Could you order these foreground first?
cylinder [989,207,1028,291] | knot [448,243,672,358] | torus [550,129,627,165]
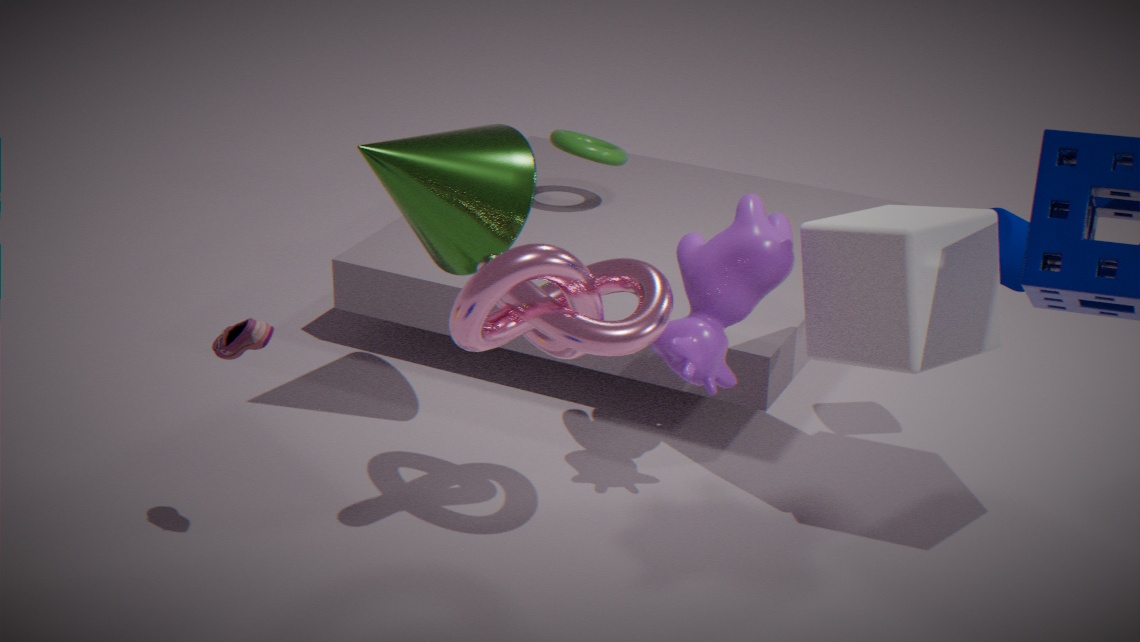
knot [448,243,672,358]
cylinder [989,207,1028,291]
torus [550,129,627,165]
